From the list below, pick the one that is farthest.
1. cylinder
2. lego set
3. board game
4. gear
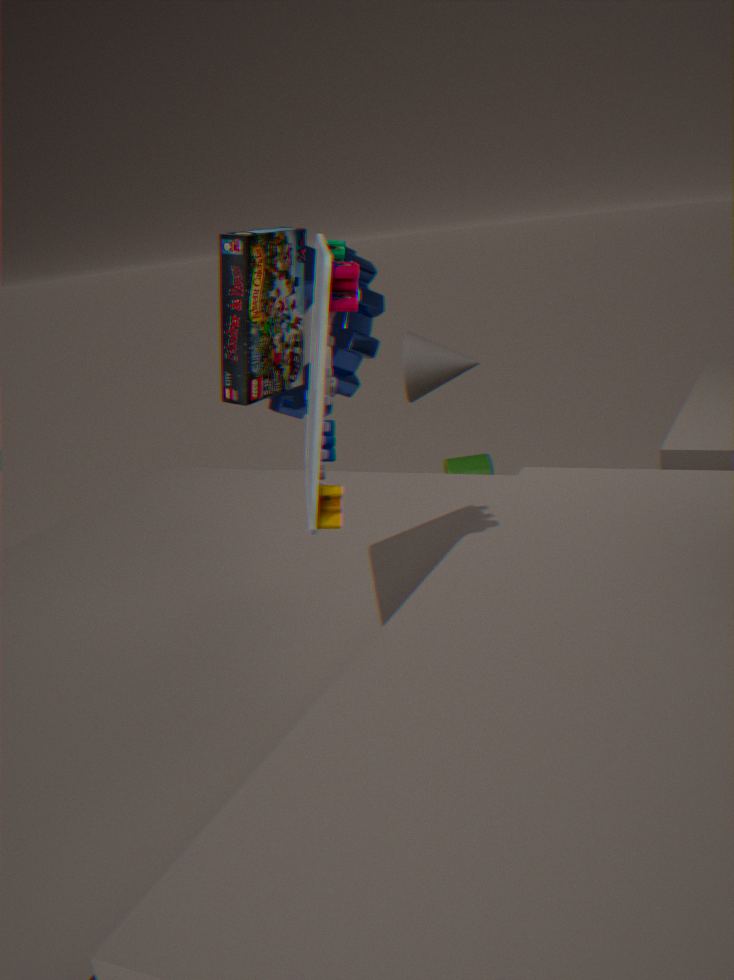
cylinder
